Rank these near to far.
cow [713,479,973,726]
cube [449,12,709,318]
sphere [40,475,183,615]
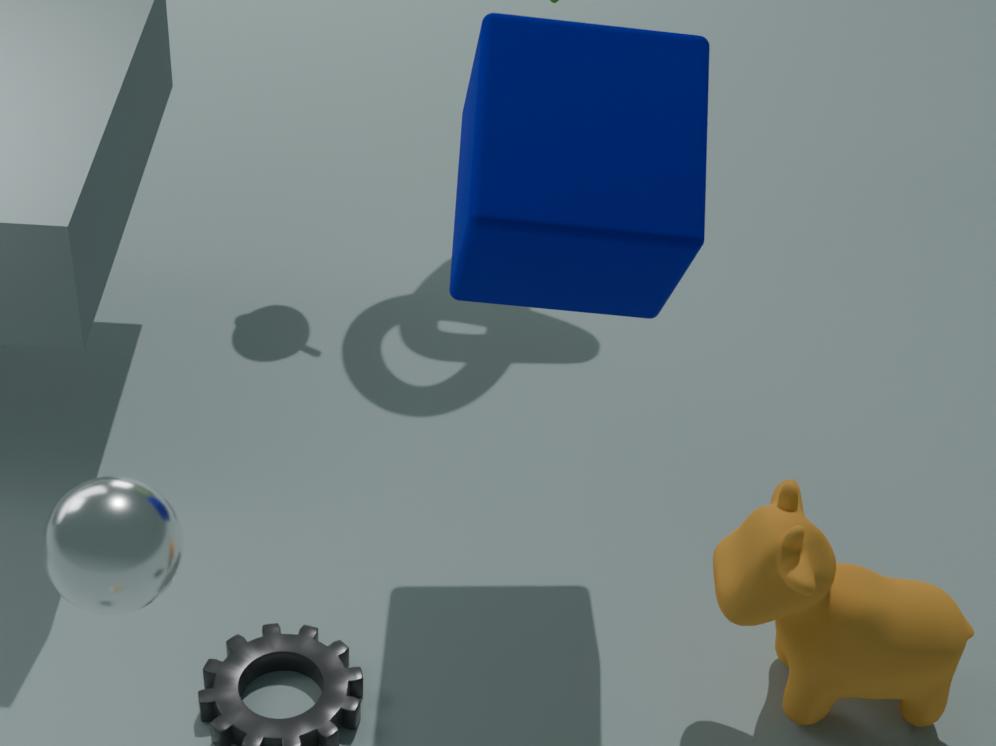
sphere [40,475,183,615] < cube [449,12,709,318] < cow [713,479,973,726]
